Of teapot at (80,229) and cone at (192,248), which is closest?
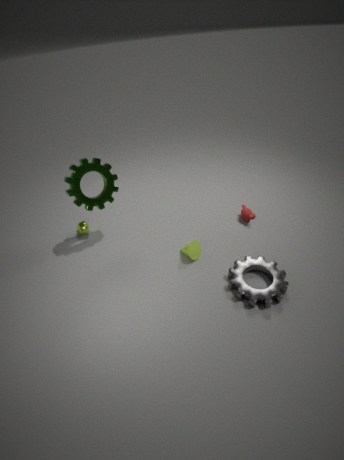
cone at (192,248)
